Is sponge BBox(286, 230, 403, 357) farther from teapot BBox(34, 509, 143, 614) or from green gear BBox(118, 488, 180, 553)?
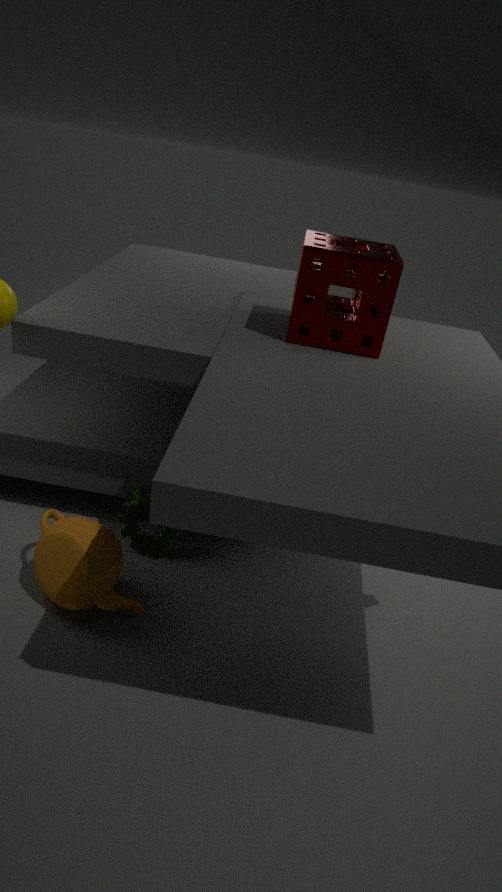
teapot BBox(34, 509, 143, 614)
